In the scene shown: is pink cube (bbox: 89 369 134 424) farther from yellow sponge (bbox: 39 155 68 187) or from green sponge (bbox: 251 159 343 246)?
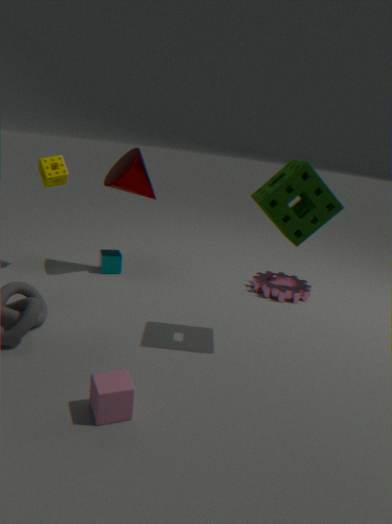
yellow sponge (bbox: 39 155 68 187)
